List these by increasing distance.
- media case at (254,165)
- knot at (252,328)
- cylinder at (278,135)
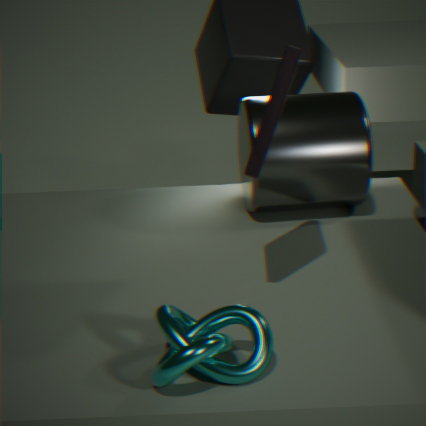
knot at (252,328) → media case at (254,165) → cylinder at (278,135)
